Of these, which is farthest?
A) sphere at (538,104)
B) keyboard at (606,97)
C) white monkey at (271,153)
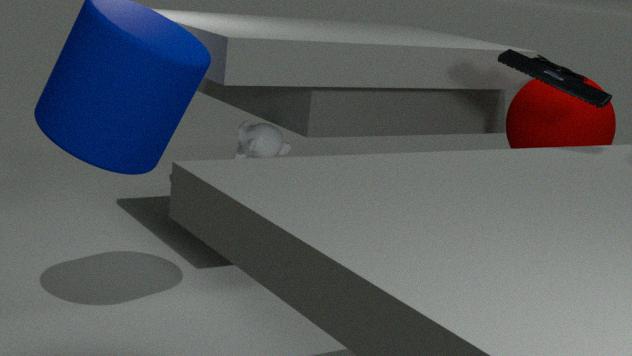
white monkey at (271,153)
